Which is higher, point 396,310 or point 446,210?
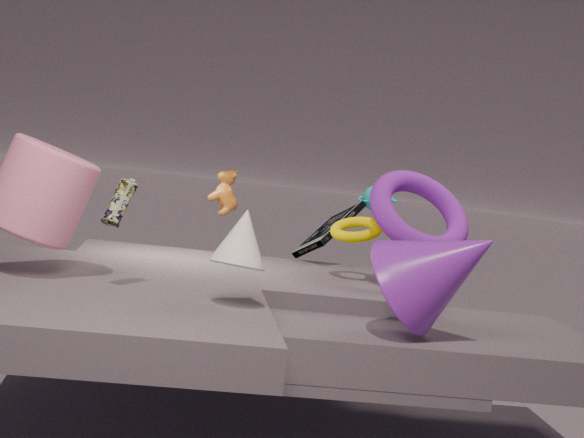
point 446,210
